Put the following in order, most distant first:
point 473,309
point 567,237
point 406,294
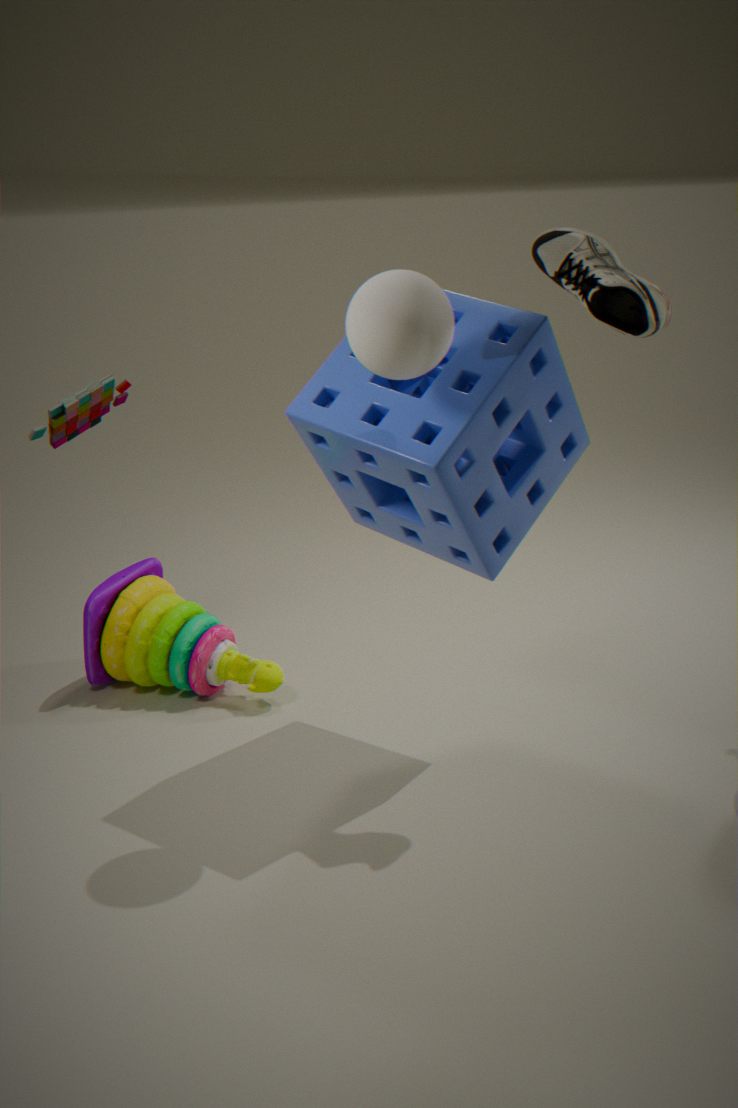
point 473,309 < point 567,237 < point 406,294
